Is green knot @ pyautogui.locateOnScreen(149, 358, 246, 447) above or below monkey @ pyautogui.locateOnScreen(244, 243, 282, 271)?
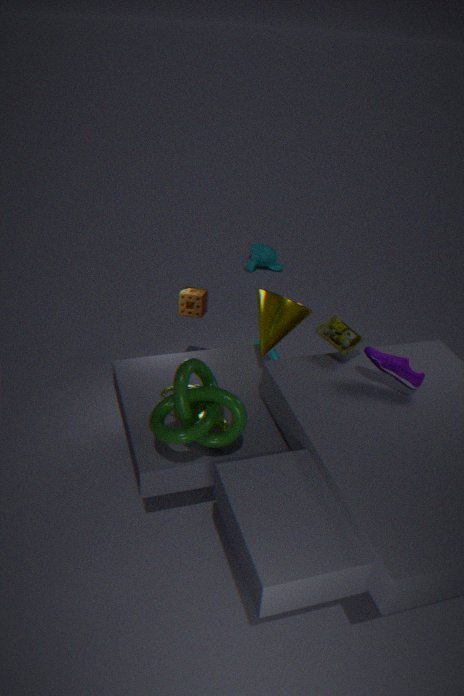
above
